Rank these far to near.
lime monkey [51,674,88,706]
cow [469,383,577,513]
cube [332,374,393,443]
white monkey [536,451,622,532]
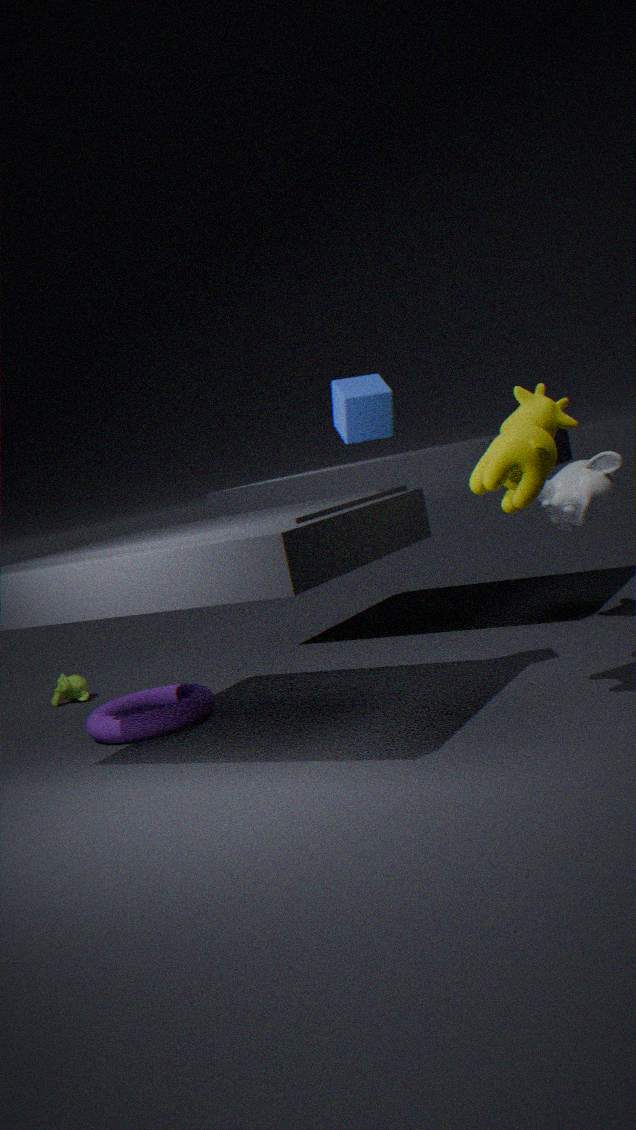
lime monkey [51,674,88,706] < white monkey [536,451,622,532] < cube [332,374,393,443] < cow [469,383,577,513]
